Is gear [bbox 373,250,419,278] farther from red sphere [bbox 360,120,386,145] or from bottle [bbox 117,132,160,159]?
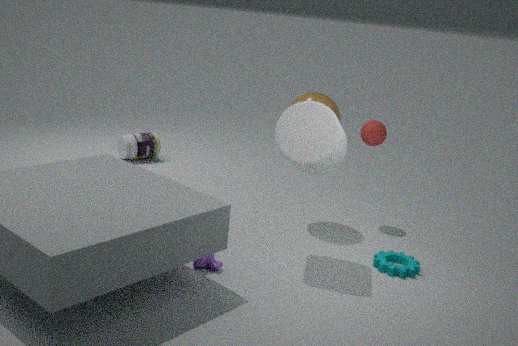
bottle [bbox 117,132,160,159]
